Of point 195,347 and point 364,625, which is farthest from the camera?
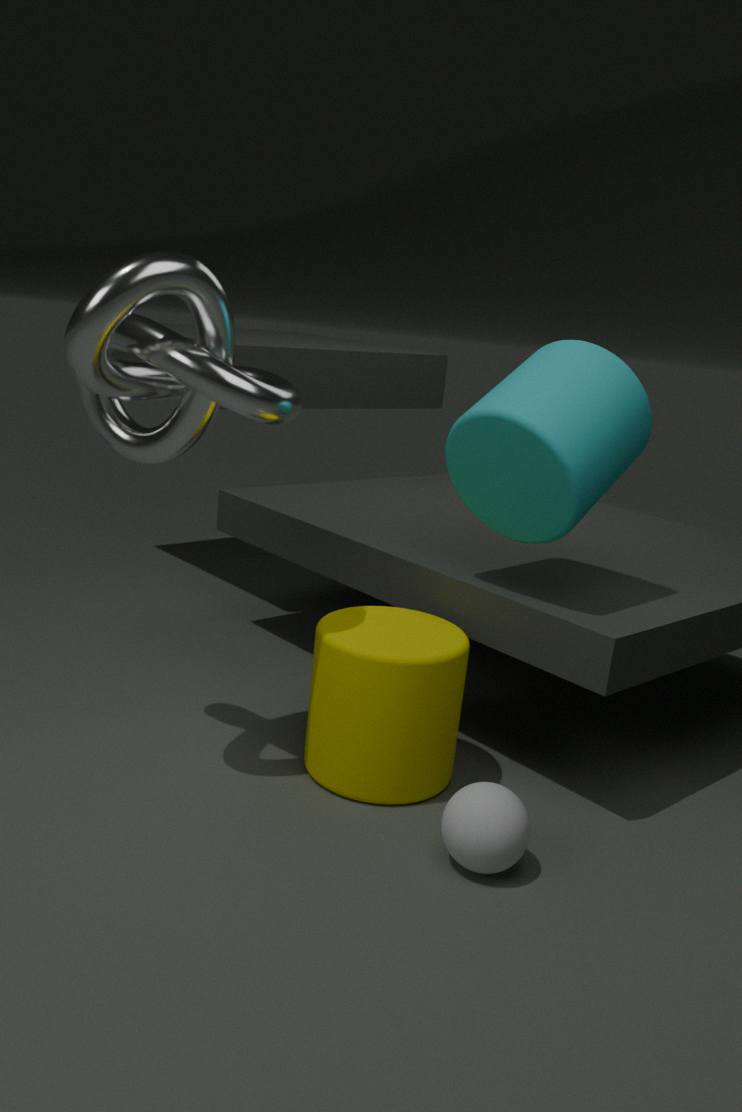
point 364,625
